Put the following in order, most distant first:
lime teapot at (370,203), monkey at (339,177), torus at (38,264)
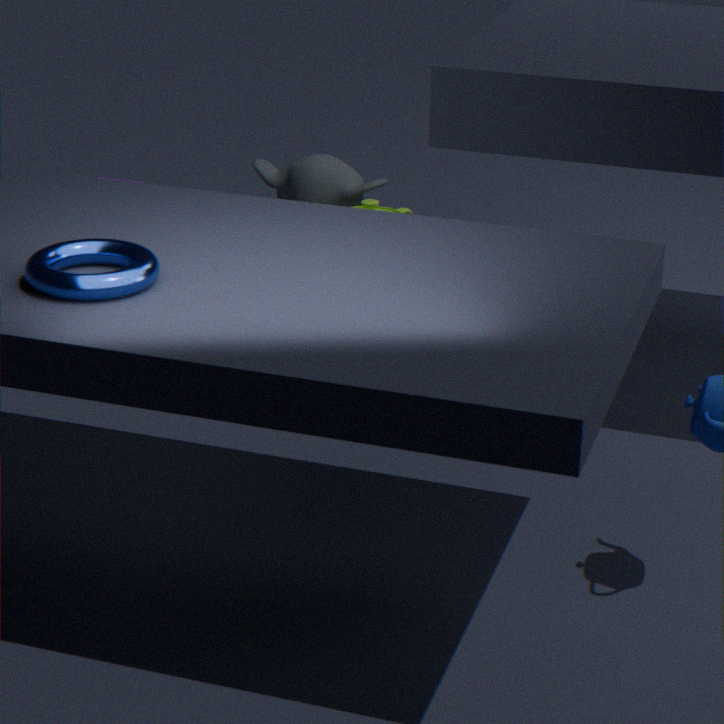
monkey at (339,177)
lime teapot at (370,203)
torus at (38,264)
